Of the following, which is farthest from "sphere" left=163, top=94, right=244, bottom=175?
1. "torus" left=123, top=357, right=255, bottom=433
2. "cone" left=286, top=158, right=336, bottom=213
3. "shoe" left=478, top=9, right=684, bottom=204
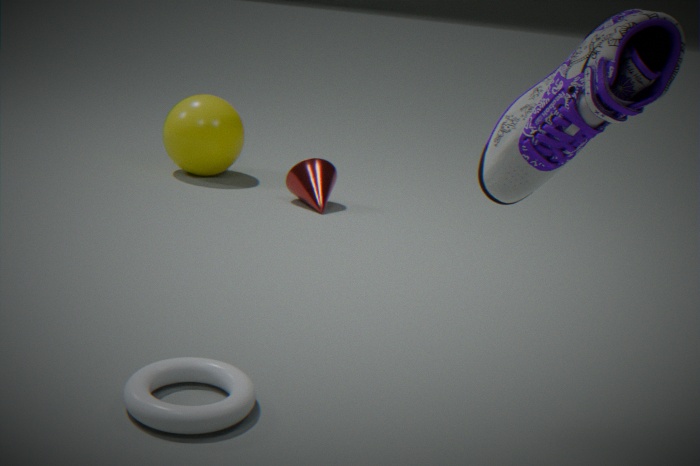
"shoe" left=478, top=9, right=684, bottom=204
